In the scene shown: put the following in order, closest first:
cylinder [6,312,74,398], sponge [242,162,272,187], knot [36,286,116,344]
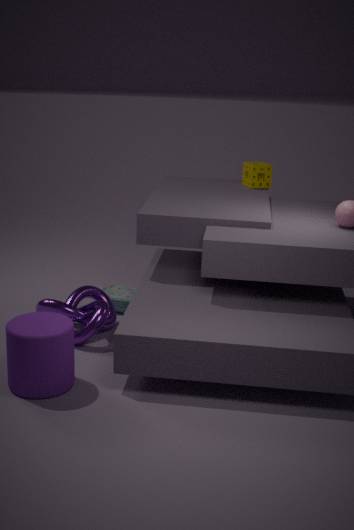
cylinder [6,312,74,398], knot [36,286,116,344], sponge [242,162,272,187]
